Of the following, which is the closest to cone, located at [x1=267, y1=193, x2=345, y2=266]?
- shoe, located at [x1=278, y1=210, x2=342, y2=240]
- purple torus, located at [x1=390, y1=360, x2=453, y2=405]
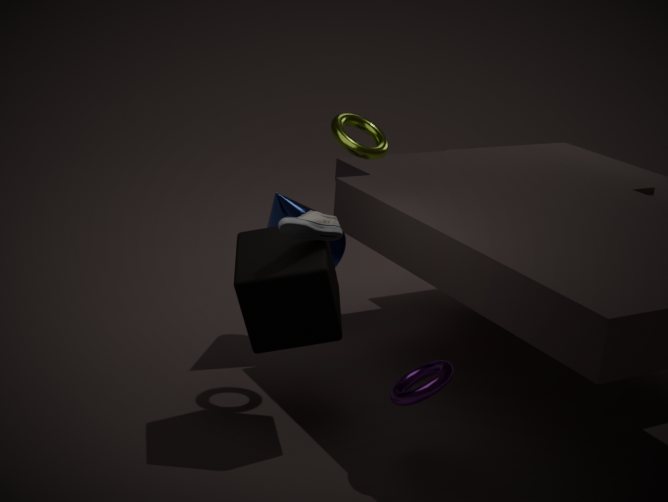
shoe, located at [x1=278, y1=210, x2=342, y2=240]
